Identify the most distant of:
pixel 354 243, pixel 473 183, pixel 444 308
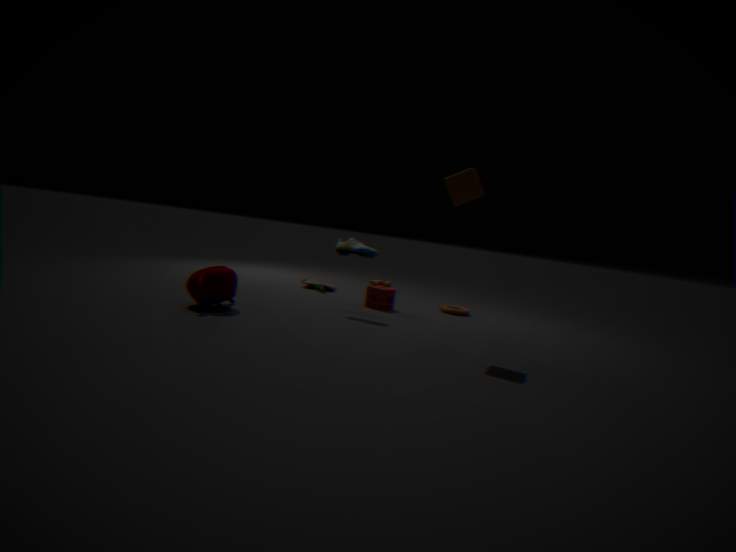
pixel 444 308
